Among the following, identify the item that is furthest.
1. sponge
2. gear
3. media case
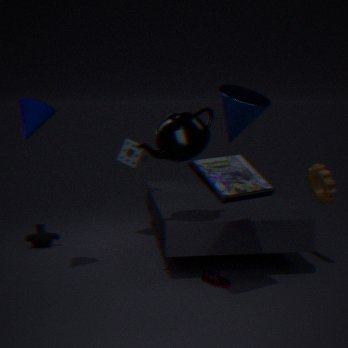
sponge
